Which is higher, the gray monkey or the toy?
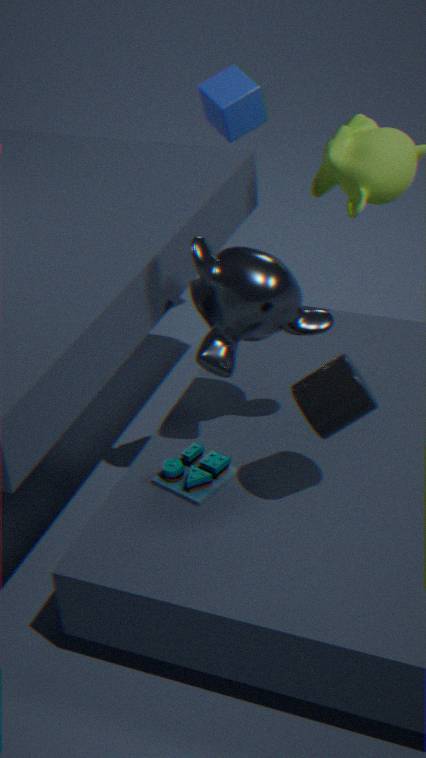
the gray monkey
